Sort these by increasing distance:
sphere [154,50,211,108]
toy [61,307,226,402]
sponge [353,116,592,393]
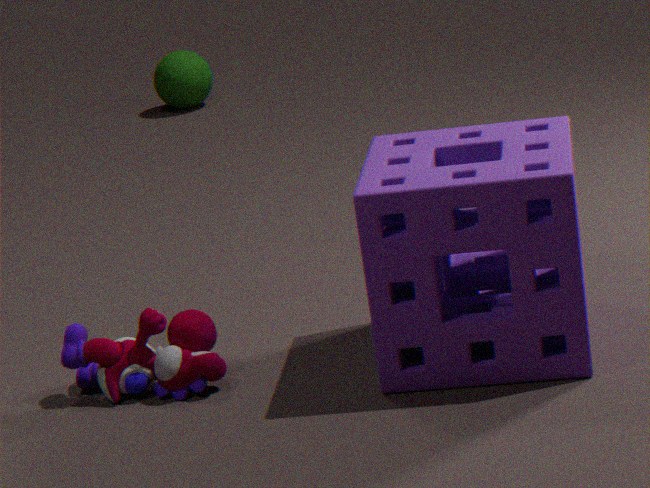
Result: sponge [353,116,592,393], toy [61,307,226,402], sphere [154,50,211,108]
